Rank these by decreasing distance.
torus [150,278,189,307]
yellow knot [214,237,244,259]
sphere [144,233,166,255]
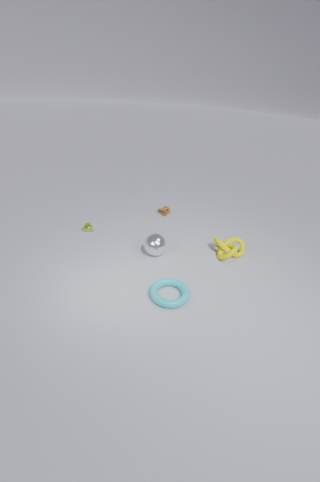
yellow knot [214,237,244,259] < sphere [144,233,166,255] < torus [150,278,189,307]
